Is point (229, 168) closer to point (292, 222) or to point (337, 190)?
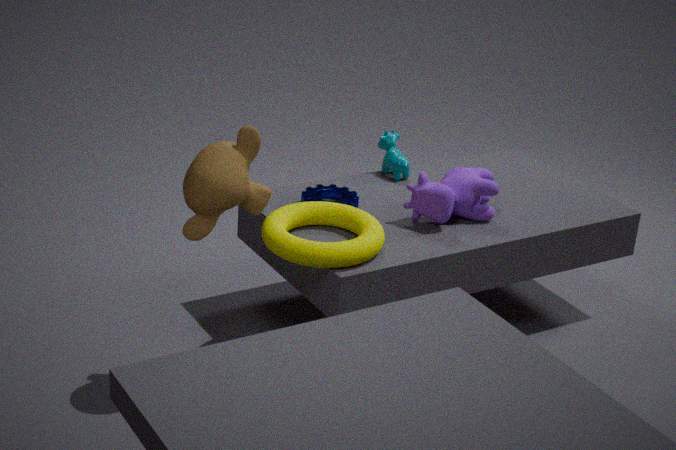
point (292, 222)
